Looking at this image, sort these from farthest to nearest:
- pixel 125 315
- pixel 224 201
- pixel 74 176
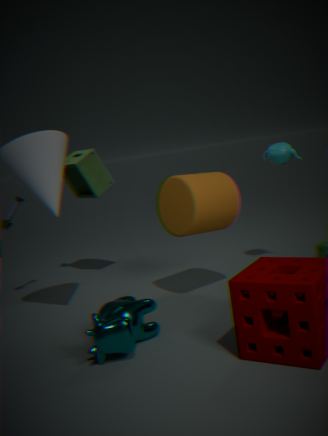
pixel 74 176 → pixel 224 201 → pixel 125 315
